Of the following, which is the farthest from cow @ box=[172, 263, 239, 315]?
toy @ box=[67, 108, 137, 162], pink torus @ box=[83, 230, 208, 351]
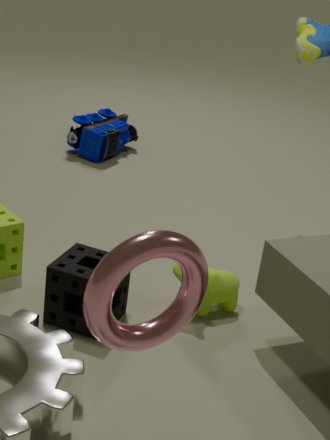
toy @ box=[67, 108, 137, 162]
